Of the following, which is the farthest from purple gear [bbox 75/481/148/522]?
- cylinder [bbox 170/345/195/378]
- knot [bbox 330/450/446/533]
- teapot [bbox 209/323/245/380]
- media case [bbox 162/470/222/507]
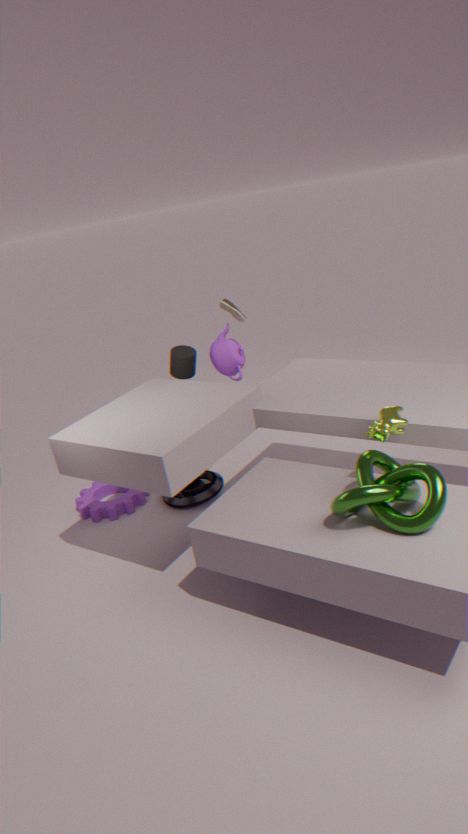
knot [bbox 330/450/446/533]
